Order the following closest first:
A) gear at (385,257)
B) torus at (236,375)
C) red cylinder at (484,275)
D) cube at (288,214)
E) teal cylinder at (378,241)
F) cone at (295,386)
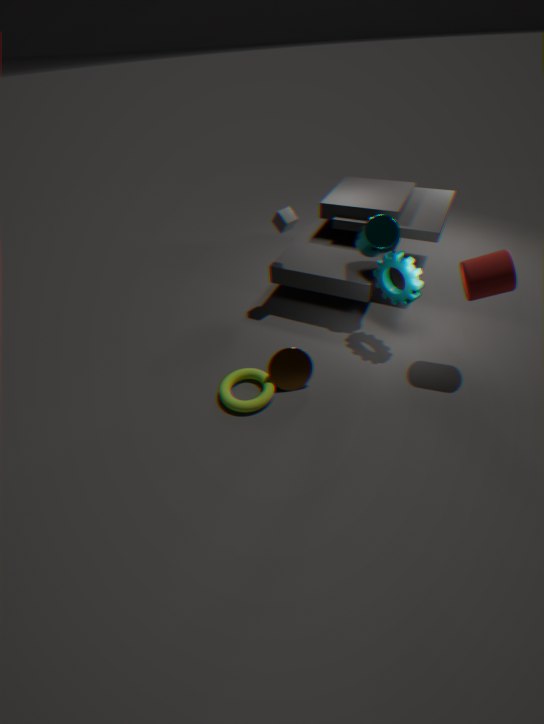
red cylinder at (484,275) → torus at (236,375) → gear at (385,257) → cone at (295,386) → teal cylinder at (378,241) → cube at (288,214)
